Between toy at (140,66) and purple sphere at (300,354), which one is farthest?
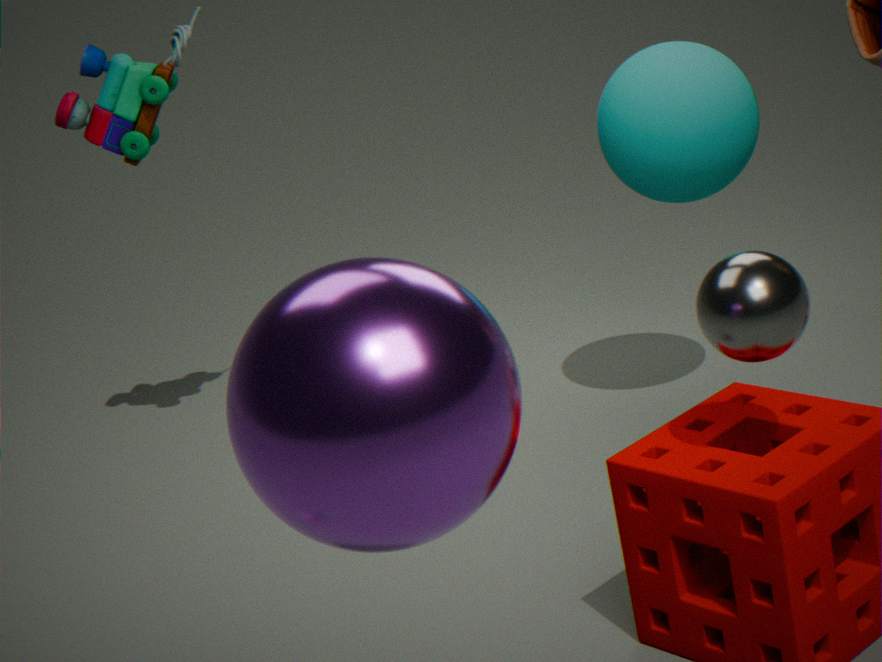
toy at (140,66)
